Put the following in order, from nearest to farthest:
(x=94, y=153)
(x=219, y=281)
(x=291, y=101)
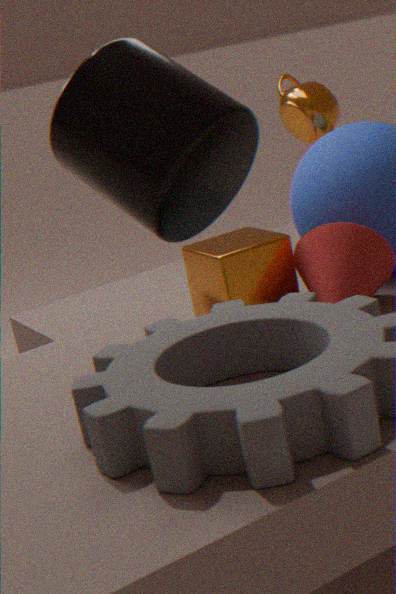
(x=94, y=153)
(x=219, y=281)
(x=291, y=101)
